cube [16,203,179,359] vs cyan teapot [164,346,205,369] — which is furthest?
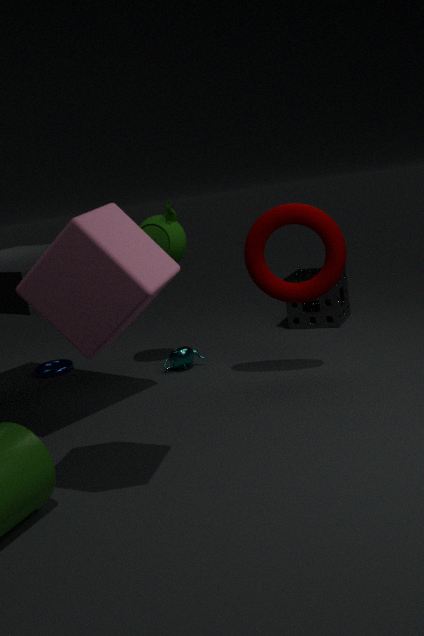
cyan teapot [164,346,205,369]
